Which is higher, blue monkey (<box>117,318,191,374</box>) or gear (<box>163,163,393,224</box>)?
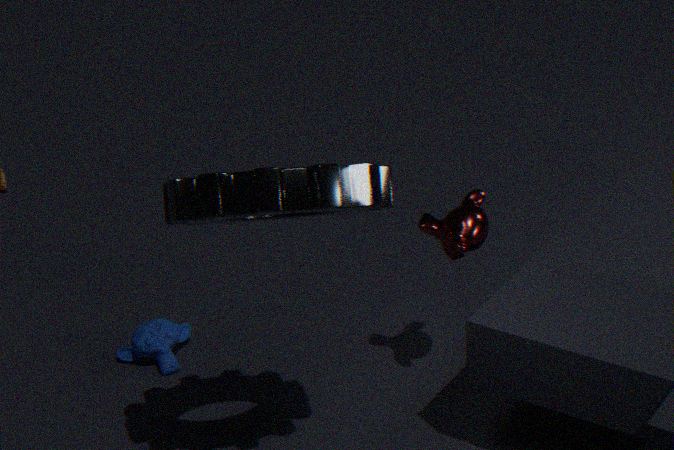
gear (<box>163,163,393,224</box>)
